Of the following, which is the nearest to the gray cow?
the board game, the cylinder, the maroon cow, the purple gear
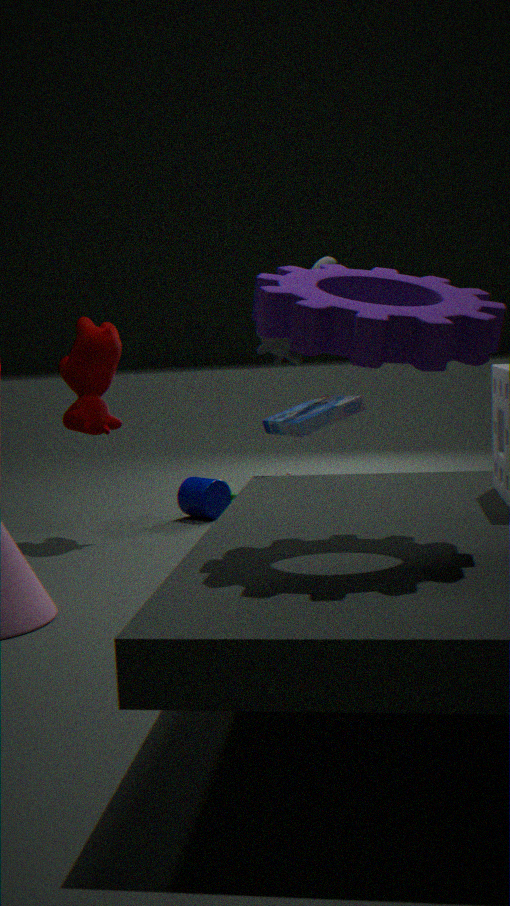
the board game
